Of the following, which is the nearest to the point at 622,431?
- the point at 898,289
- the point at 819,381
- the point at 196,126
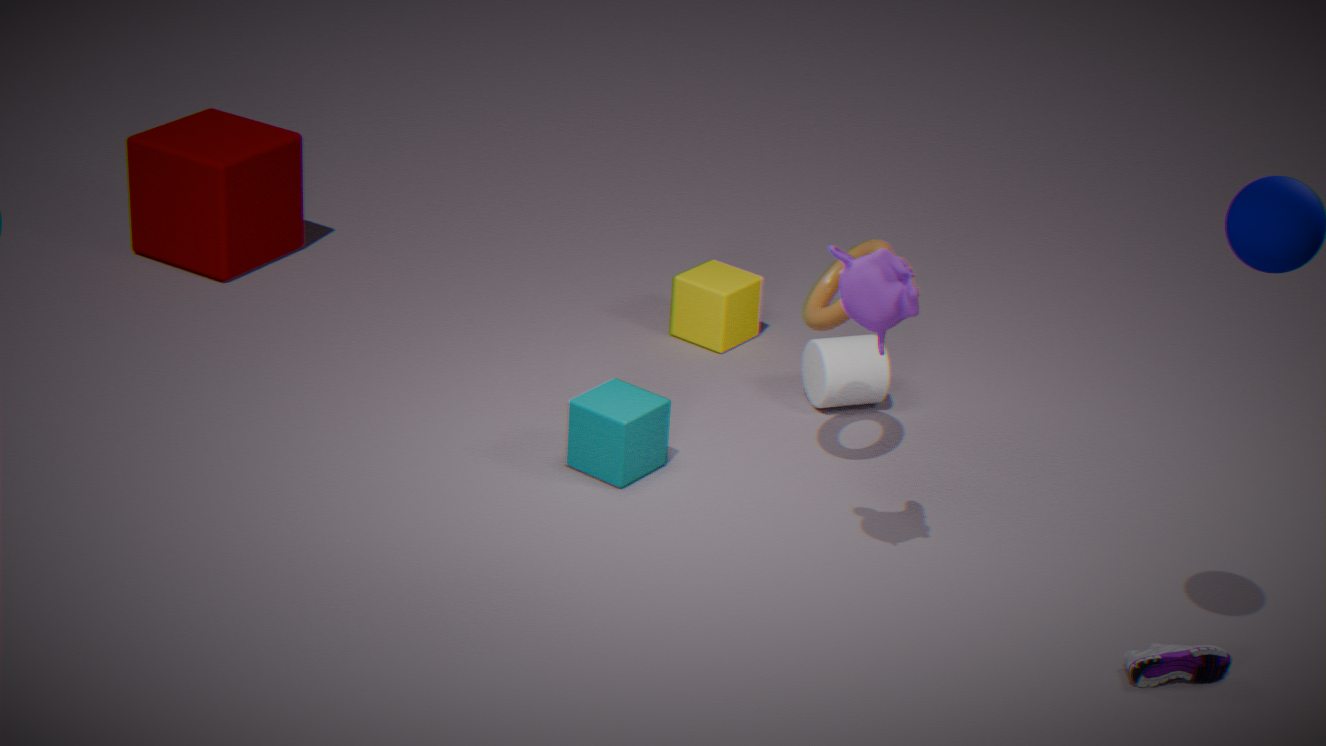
the point at 819,381
